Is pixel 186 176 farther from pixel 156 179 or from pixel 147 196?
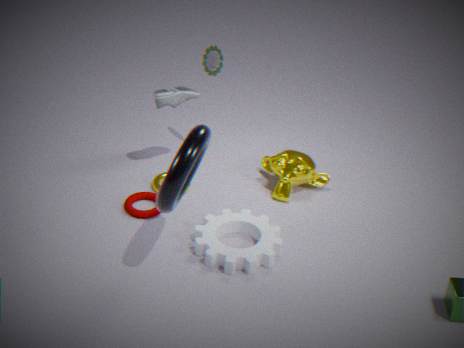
pixel 156 179
